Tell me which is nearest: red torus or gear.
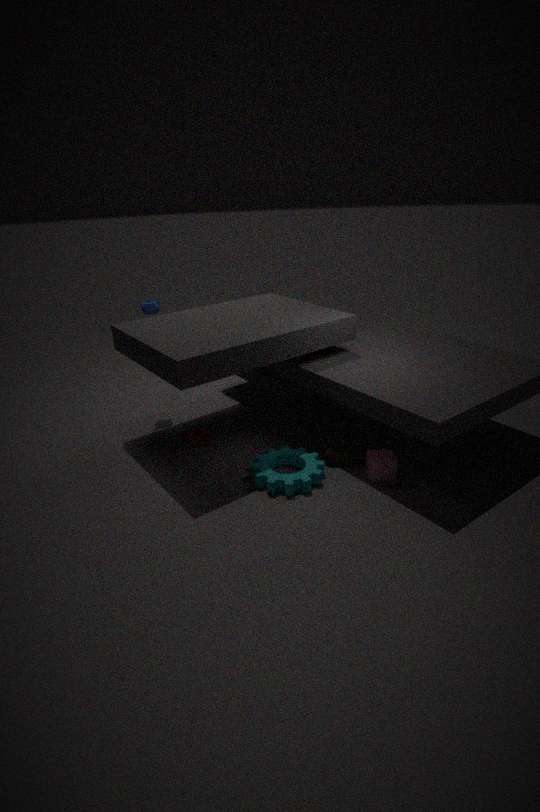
gear
